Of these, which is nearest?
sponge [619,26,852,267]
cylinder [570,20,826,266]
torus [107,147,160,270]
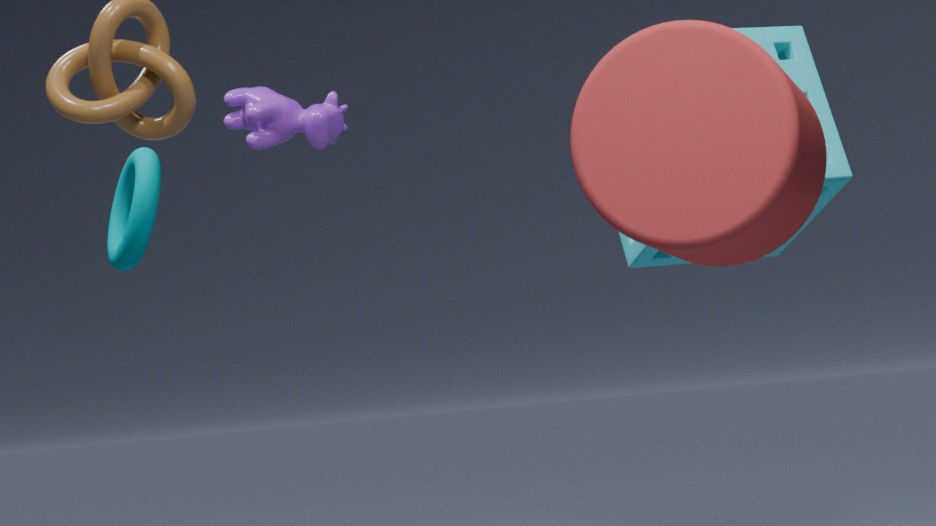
cylinder [570,20,826,266]
